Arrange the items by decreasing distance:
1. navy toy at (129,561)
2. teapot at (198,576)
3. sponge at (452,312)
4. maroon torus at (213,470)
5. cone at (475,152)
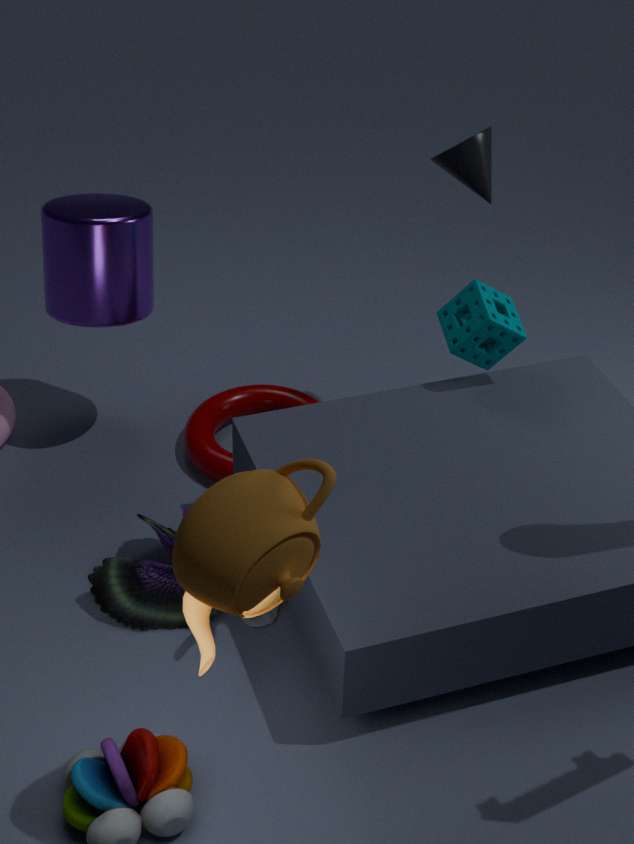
maroon torus at (213,470)
sponge at (452,312)
cone at (475,152)
navy toy at (129,561)
teapot at (198,576)
